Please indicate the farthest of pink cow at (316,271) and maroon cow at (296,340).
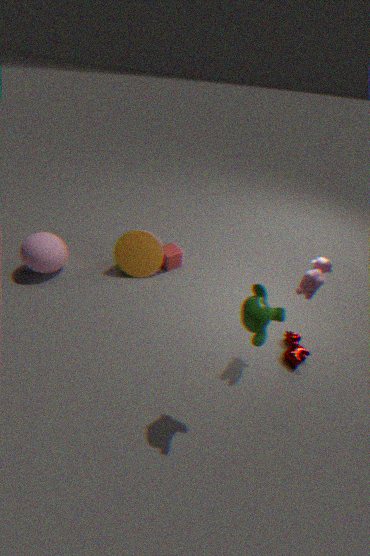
maroon cow at (296,340)
